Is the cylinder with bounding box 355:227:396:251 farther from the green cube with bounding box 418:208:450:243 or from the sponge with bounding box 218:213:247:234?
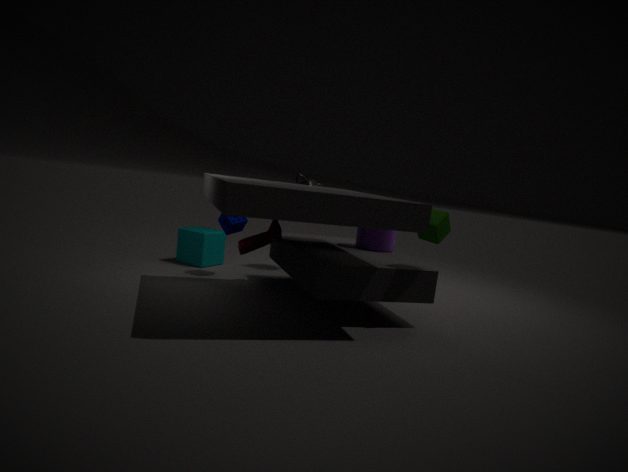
the sponge with bounding box 218:213:247:234
